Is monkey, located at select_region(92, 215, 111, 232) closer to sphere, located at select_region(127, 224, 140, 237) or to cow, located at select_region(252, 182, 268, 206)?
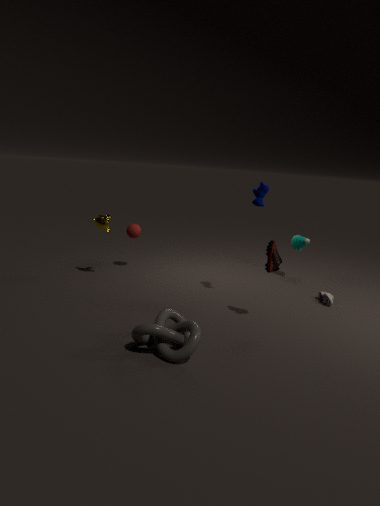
sphere, located at select_region(127, 224, 140, 237)
